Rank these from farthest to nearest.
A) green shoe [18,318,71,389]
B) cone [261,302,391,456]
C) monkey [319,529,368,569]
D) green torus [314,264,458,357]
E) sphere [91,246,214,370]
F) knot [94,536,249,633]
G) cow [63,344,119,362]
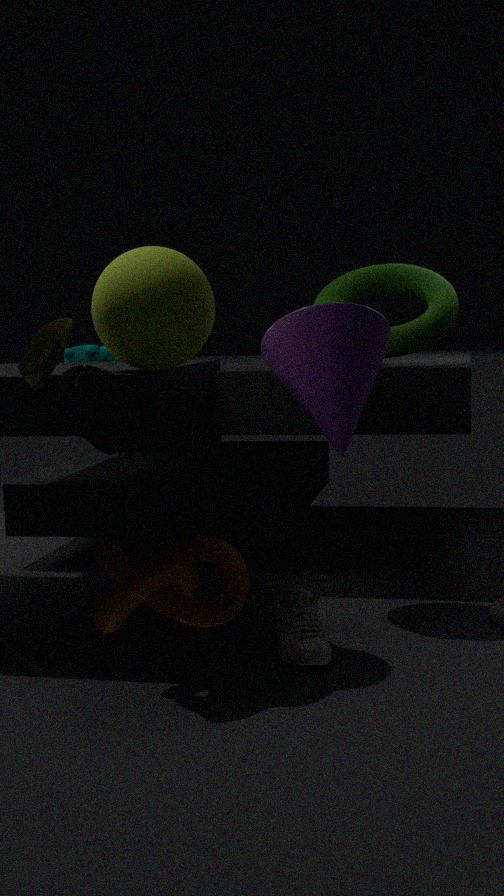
cow [63,344,119,362], monkey [319,529,368,569], green torus [314,264,458,357], cone [261,302,391,456], knot [94,536,249,633], sphere [91,246,214,370], green shoe [18,318,71,389]
